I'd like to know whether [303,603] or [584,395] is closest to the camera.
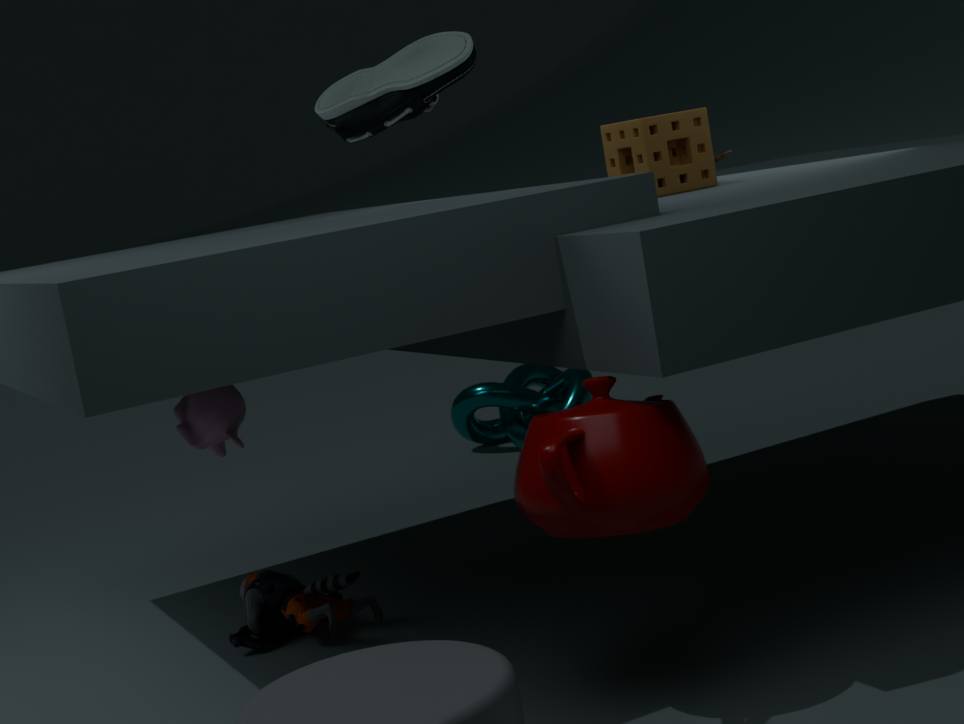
[303,603]
